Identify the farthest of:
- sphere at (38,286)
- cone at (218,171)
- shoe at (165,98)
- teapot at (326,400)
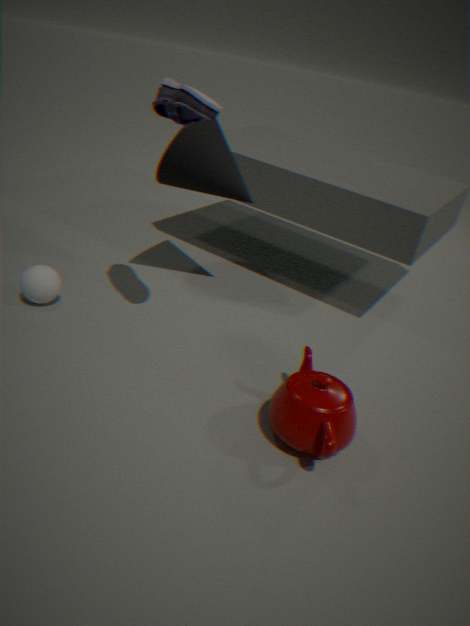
cone at (218,171)
